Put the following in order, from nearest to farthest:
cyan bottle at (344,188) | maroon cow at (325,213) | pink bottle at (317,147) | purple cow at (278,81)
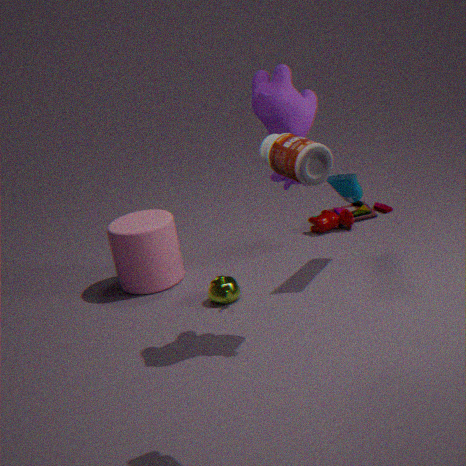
pink bottle at (317,147) < purple cow at (278,81) < cyan bottle at (344,188) < maroon cow at (325,213)
